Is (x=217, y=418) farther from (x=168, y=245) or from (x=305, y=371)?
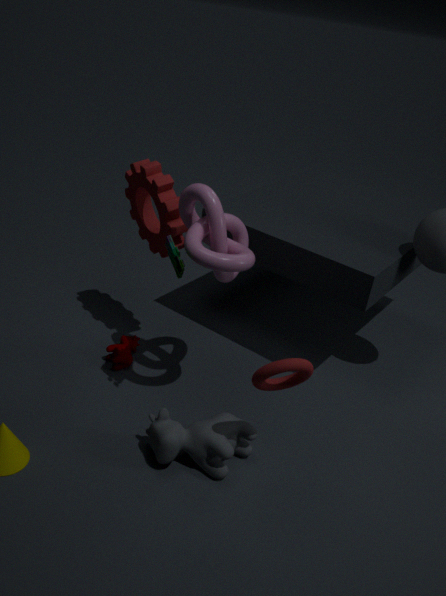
(x=168, y=245)
